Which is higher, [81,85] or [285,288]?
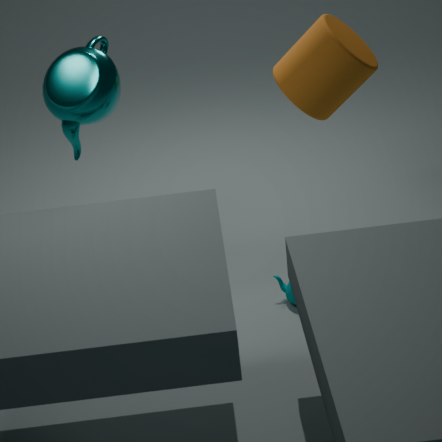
[81,85]
